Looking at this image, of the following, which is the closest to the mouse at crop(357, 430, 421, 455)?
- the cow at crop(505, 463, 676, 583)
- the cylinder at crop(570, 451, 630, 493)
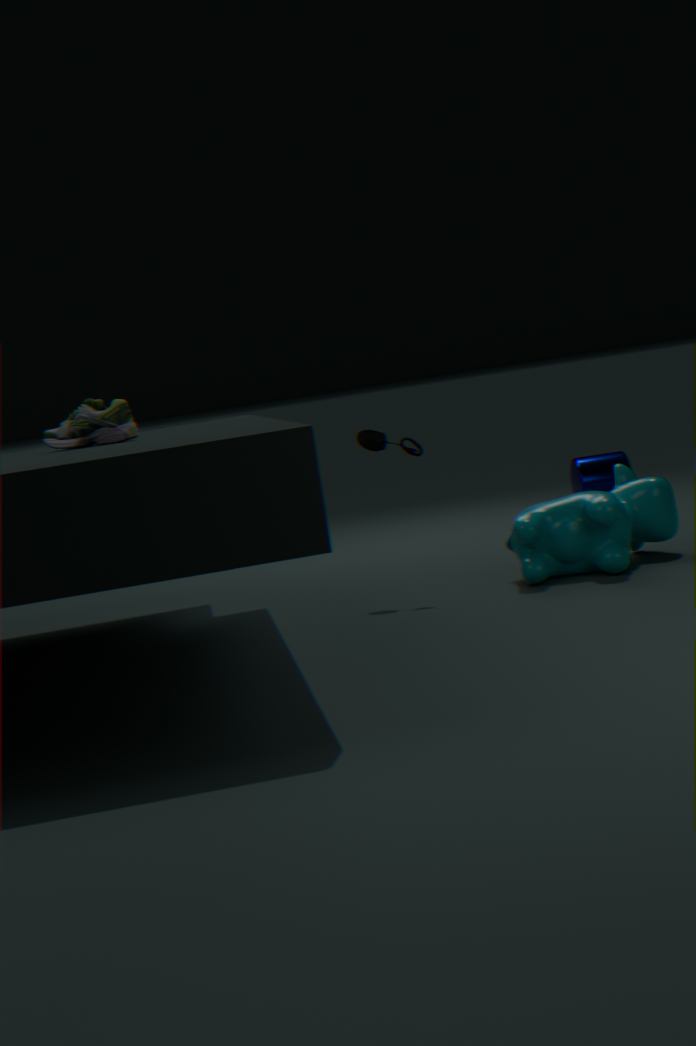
the cow at crop(505, 463, 676, 583)
